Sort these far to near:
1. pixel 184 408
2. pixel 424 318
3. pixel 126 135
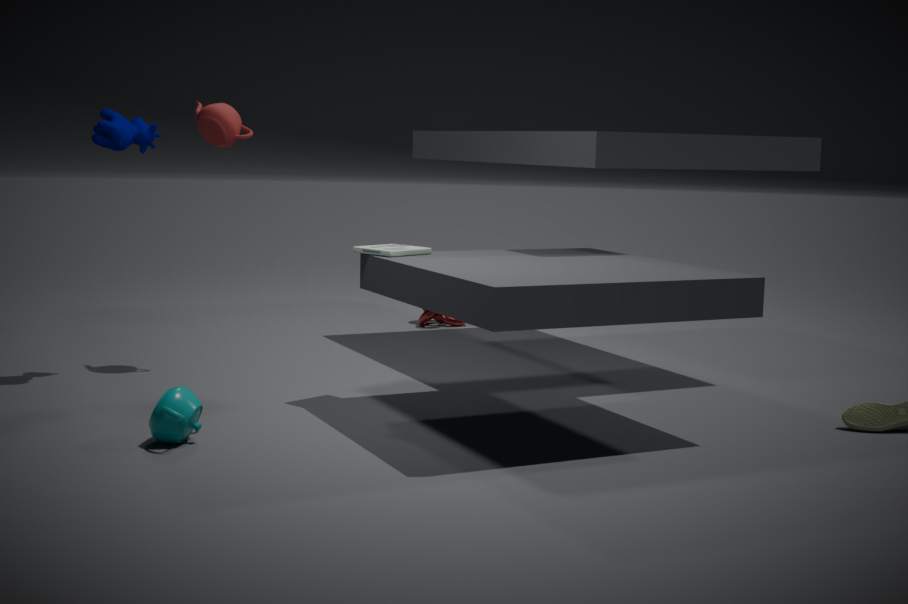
pixel 424 318 → pixel 126 135 → pixel 184 408
